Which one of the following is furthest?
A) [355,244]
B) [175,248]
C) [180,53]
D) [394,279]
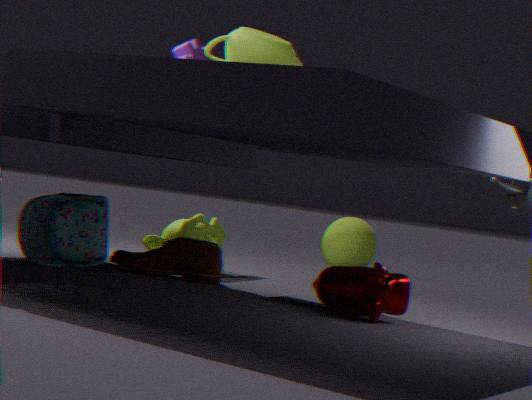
[355,244]
